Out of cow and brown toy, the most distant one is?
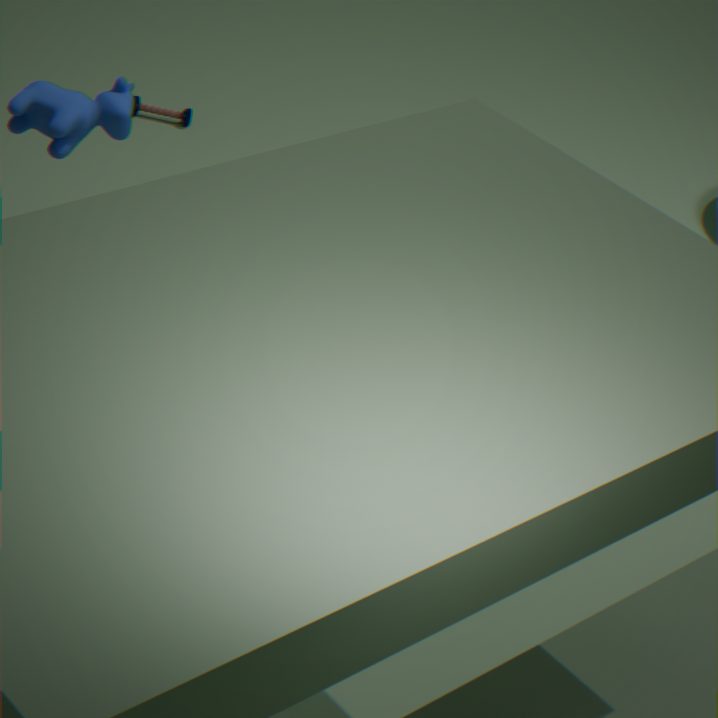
brown toy
